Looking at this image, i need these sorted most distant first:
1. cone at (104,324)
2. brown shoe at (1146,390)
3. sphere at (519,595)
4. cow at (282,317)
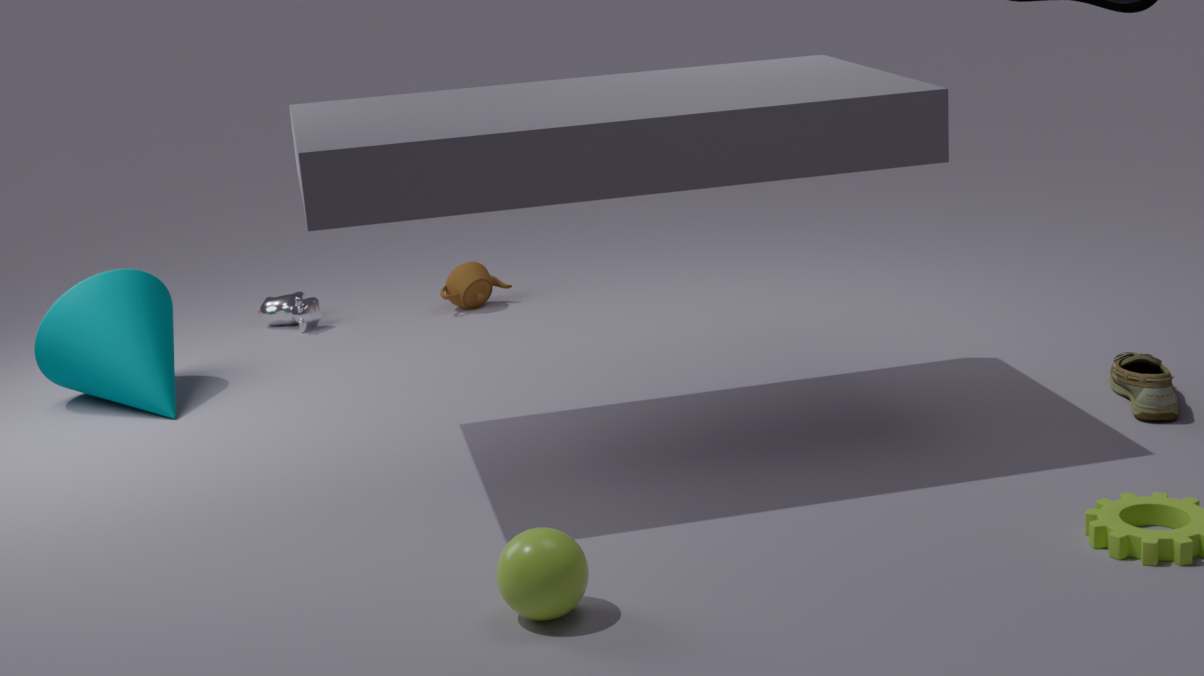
1. cow at (282,317)
2. cone at (104,324)
3. brown shoe at (1146,390)
4. sphere at (519,595)
